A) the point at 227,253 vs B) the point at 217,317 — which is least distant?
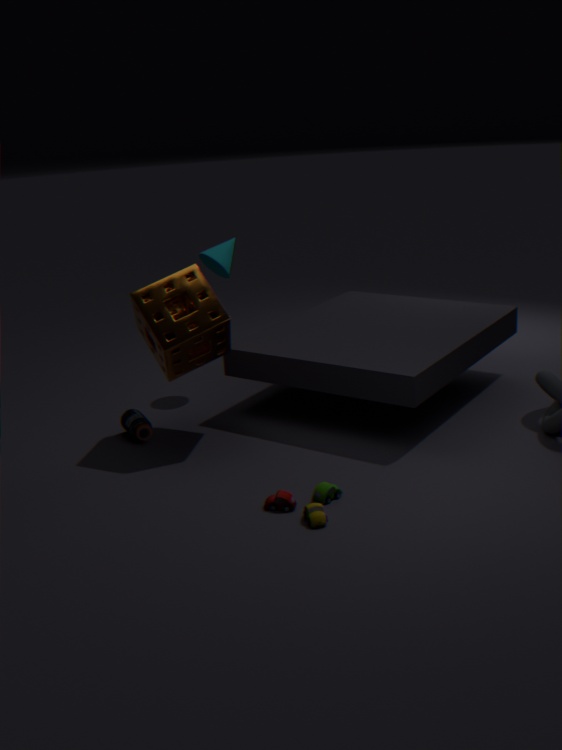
B. the point at 217,317
